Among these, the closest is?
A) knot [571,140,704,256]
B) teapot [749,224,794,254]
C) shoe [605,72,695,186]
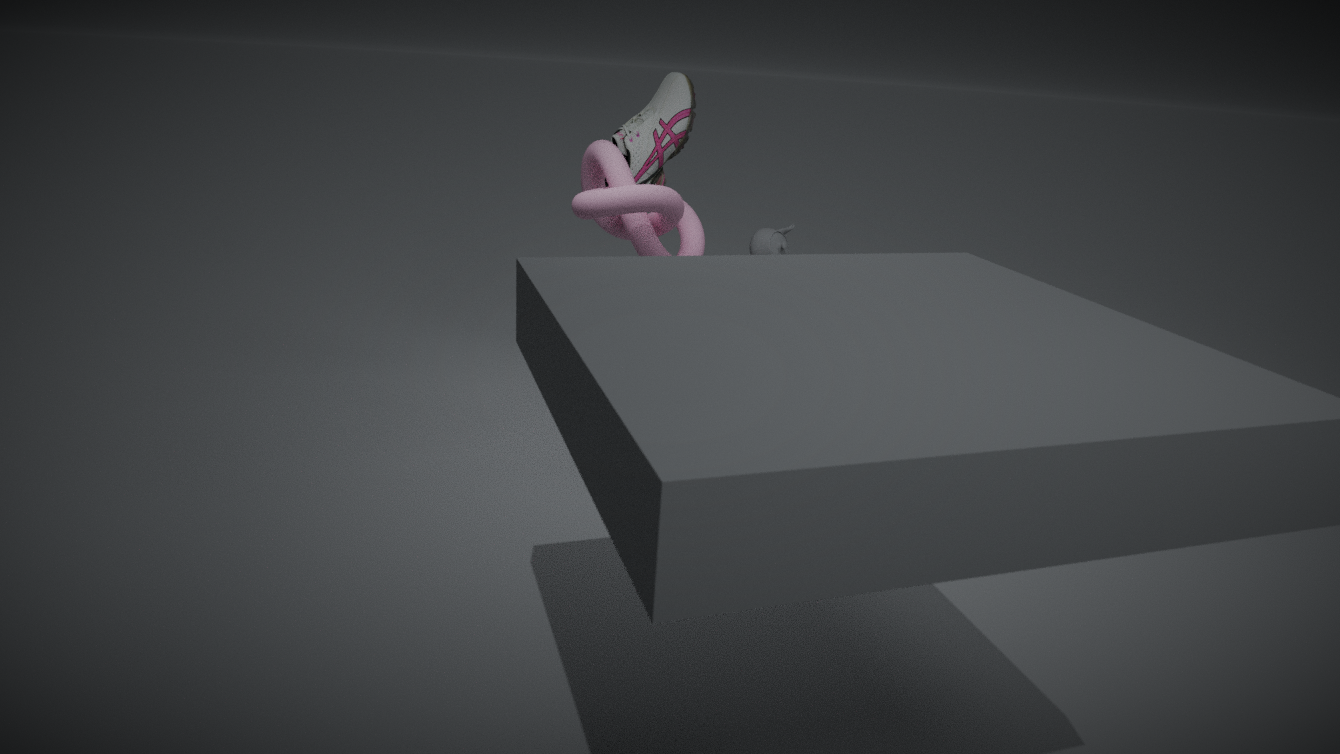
knot [571,140,704,256]
